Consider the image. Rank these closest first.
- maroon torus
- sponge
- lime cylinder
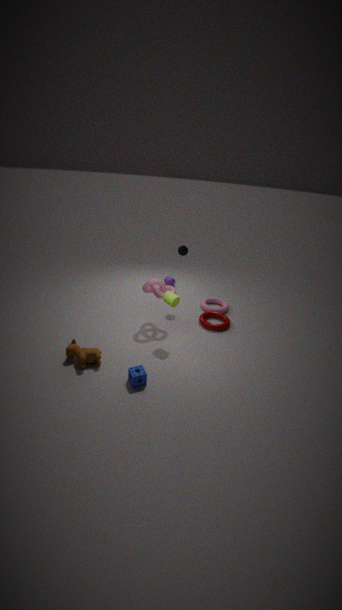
sponge
lime cylinder
maroon torus
